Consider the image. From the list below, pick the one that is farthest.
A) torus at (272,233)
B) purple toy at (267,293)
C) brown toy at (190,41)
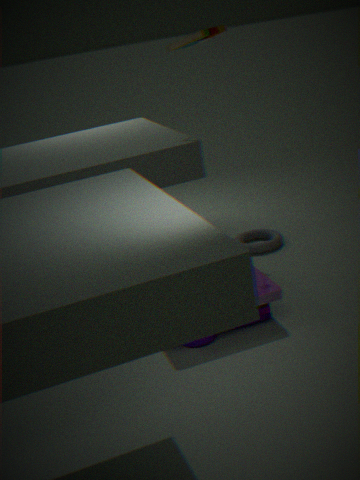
torus at (272,233)
